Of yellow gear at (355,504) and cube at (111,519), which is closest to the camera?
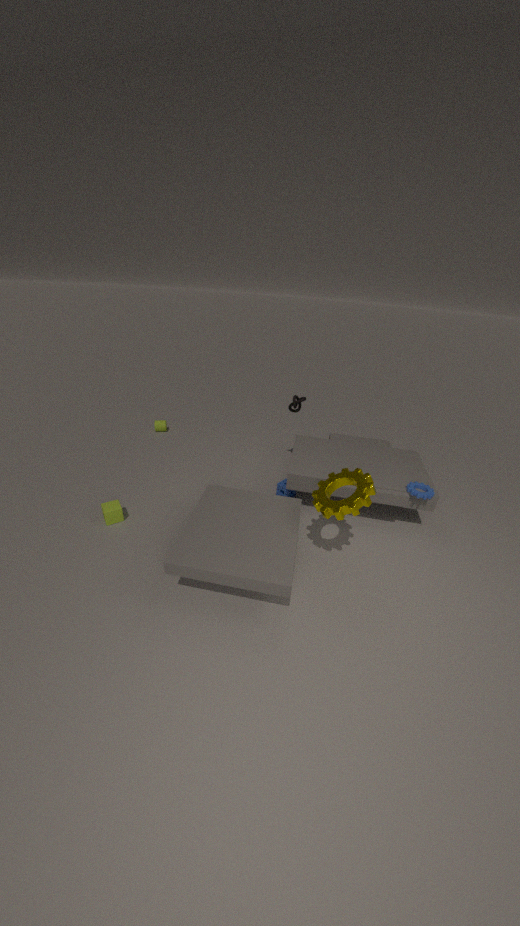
yellow gear at (355,504)
